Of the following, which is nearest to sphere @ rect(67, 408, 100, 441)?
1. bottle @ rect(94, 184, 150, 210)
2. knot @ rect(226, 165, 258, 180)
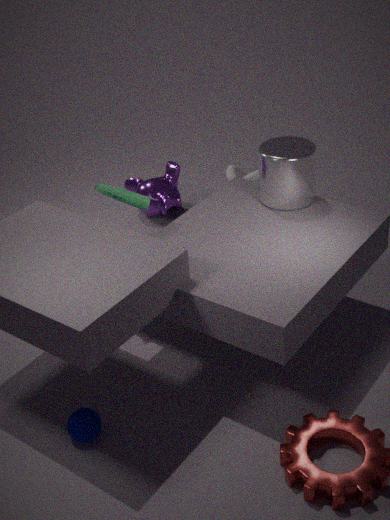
bottle @ rect(94, 184, 150, 210)
